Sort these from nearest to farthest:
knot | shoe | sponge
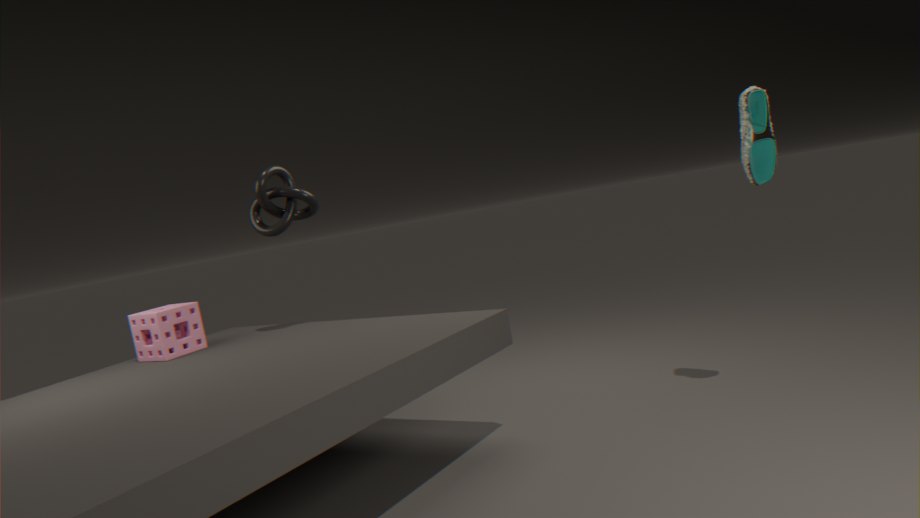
shoe
sponge
knot
